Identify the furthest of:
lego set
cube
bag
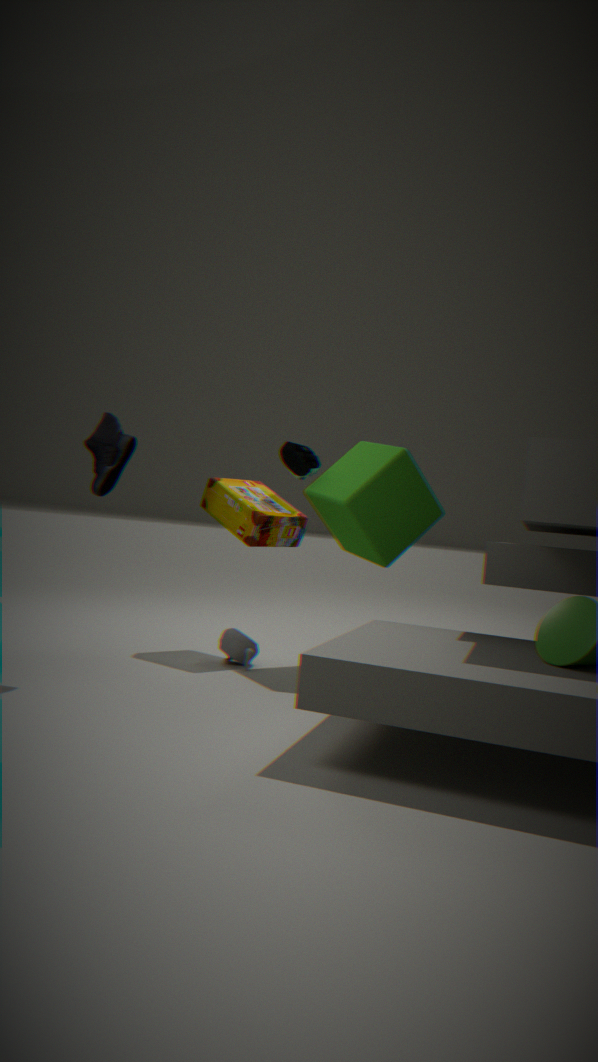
bag
